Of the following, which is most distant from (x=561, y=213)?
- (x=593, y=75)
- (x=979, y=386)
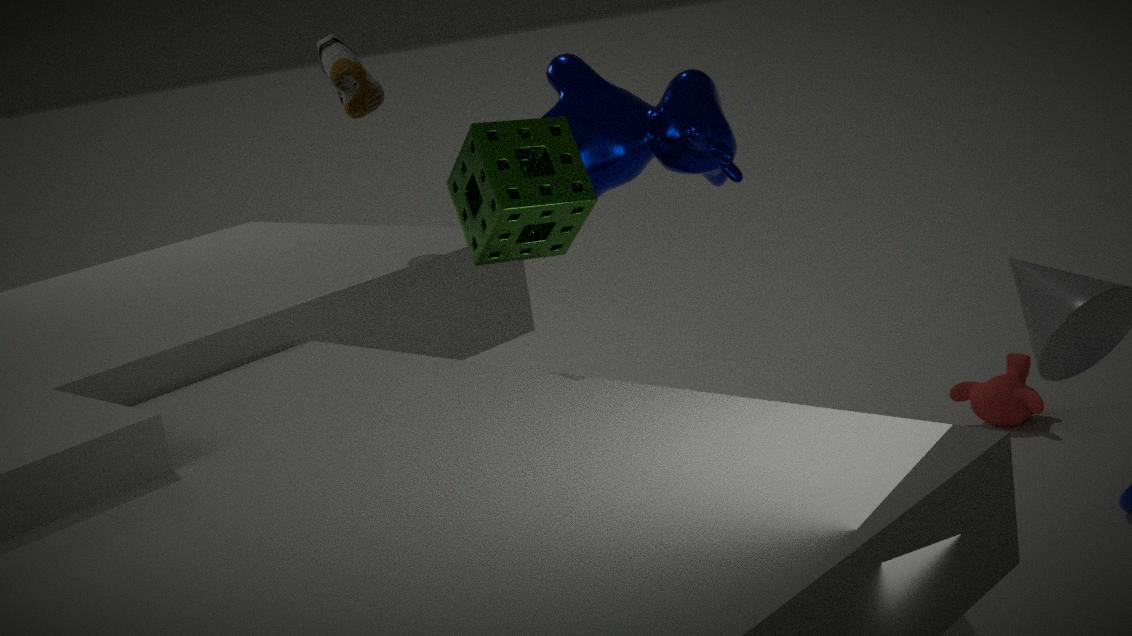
(x=979, y=386)
